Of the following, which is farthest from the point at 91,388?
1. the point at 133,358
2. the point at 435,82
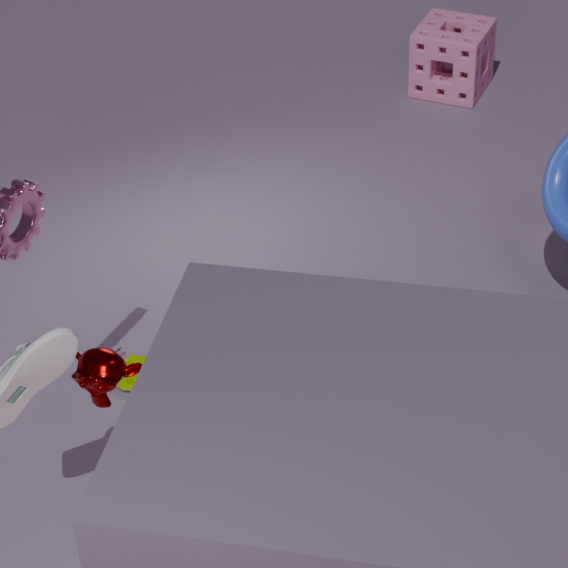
the point at 435,82
